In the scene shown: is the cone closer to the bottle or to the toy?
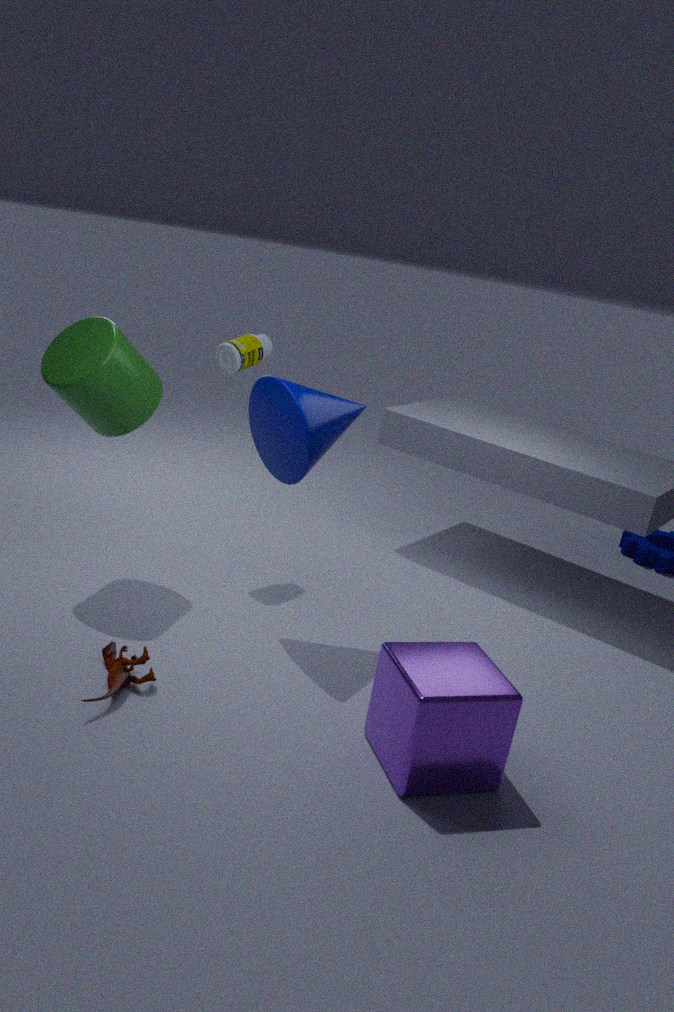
the bottle
